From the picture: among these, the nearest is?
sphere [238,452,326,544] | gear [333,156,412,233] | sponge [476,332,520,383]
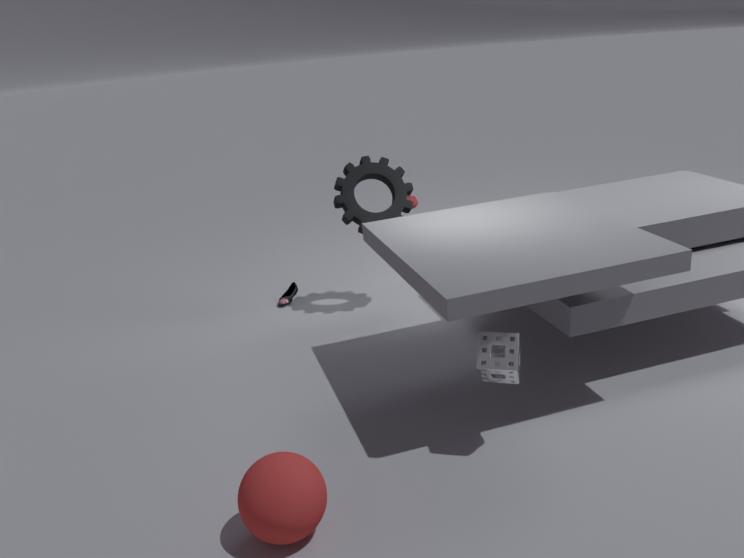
sphere [238,452,326,544]
